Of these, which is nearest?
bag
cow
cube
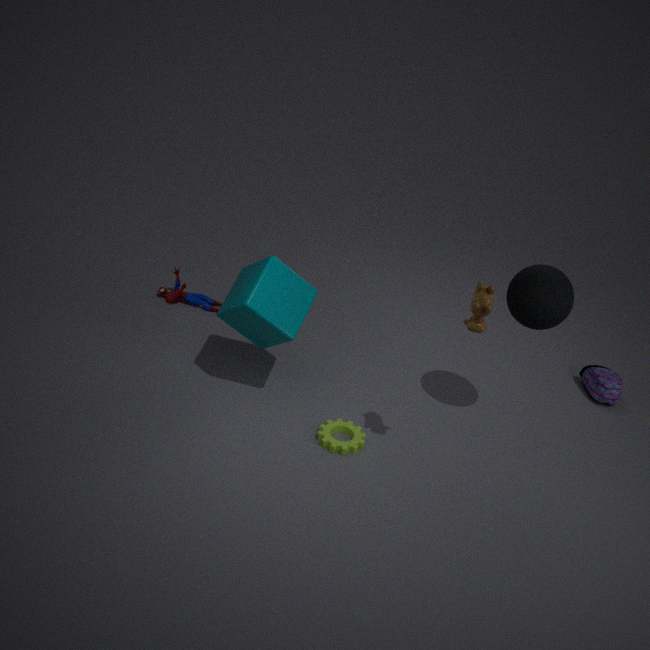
cow
